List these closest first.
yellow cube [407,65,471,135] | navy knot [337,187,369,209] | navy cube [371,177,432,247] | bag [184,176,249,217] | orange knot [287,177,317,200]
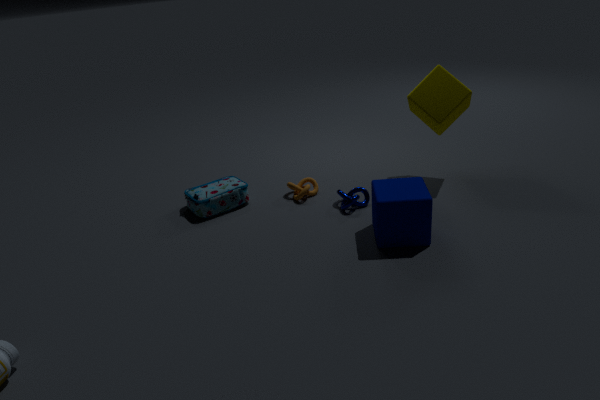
navy cube [371,177,432,247] → navy knot [337,187,369,209] → yellow cube [407,65,471,135] → bag [184,176,249,217] → orange knot [287,177,317,200]
